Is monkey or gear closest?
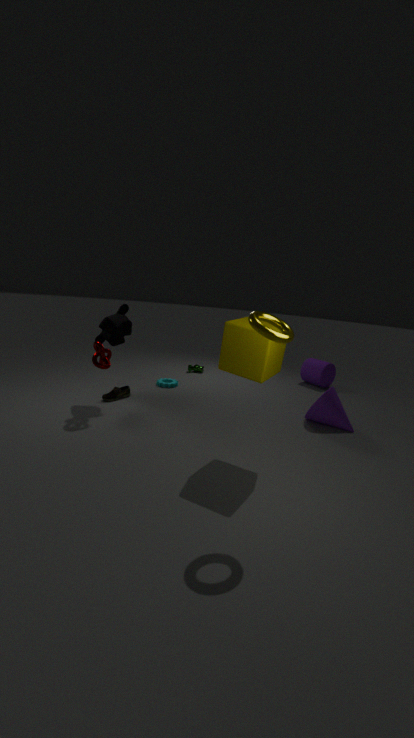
monkey
